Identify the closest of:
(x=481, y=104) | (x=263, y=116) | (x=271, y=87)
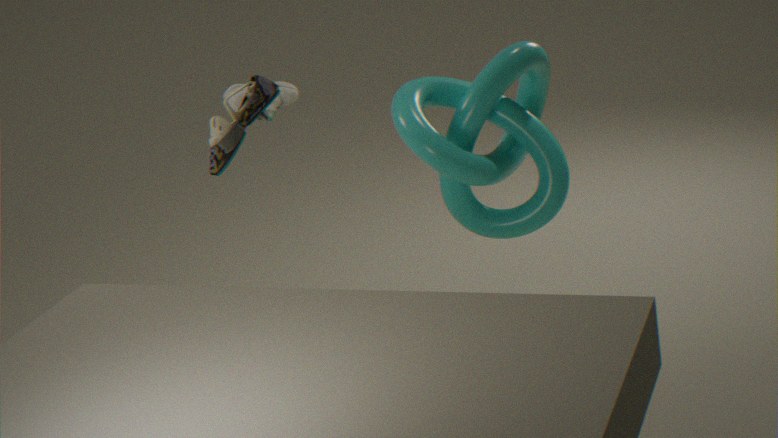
(x=481, y=104)
